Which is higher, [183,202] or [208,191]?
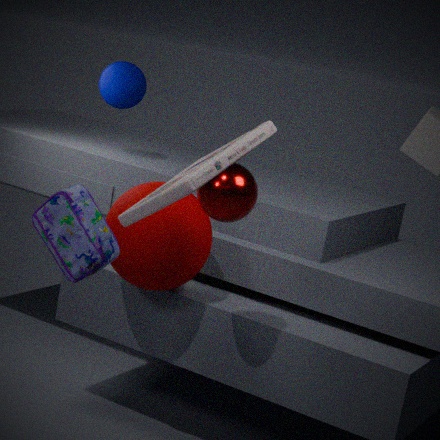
[208,191]
